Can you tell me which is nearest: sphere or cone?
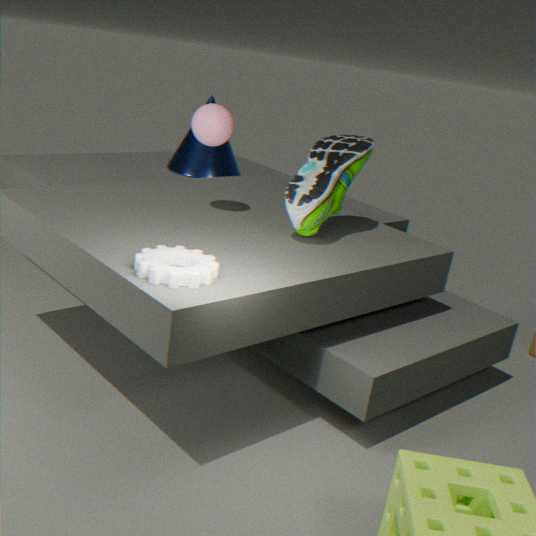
sphere
